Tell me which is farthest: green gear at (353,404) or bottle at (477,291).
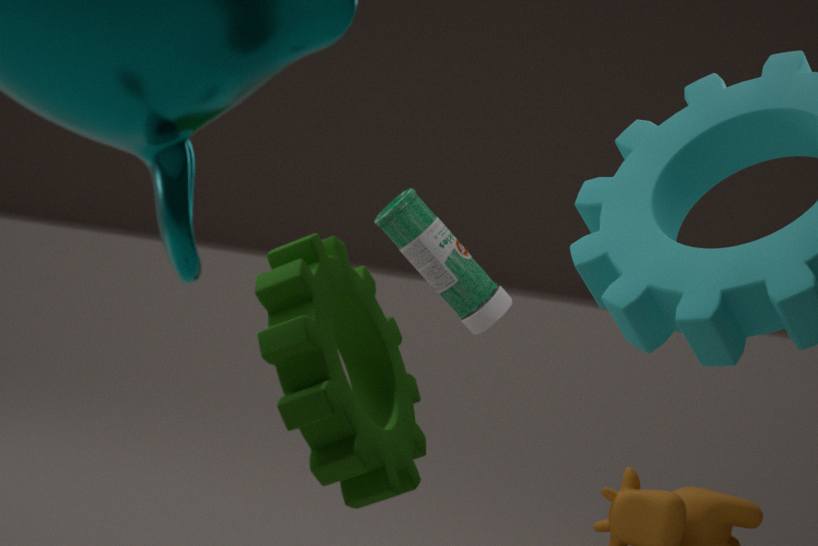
bottle at (477,291)
